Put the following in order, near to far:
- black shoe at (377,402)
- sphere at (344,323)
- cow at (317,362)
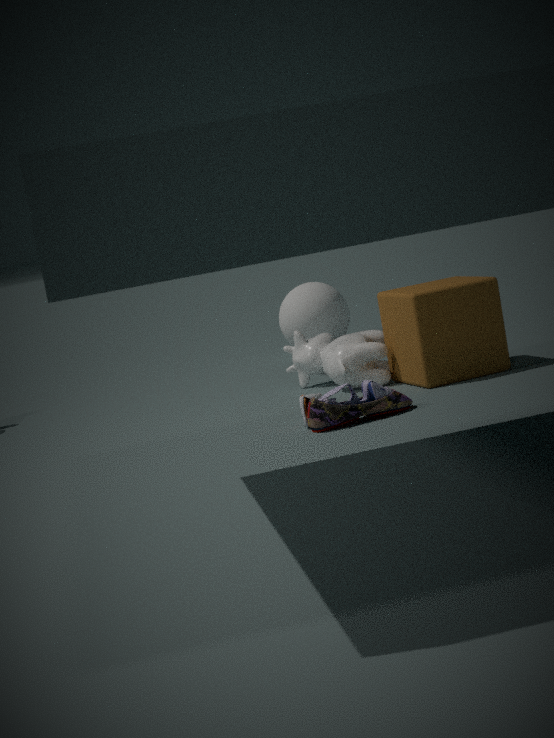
black shoe at (377,402) → cow at (317,362) → sphere at (344,323)
